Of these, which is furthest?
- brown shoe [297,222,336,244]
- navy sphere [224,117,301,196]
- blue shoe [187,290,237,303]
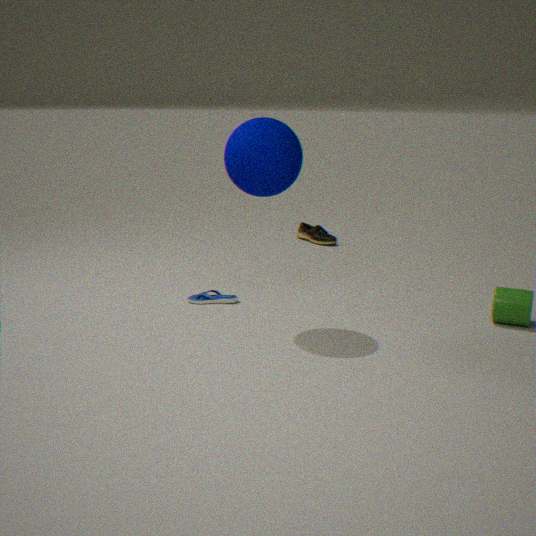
brown shoe [297,222,336,244]
